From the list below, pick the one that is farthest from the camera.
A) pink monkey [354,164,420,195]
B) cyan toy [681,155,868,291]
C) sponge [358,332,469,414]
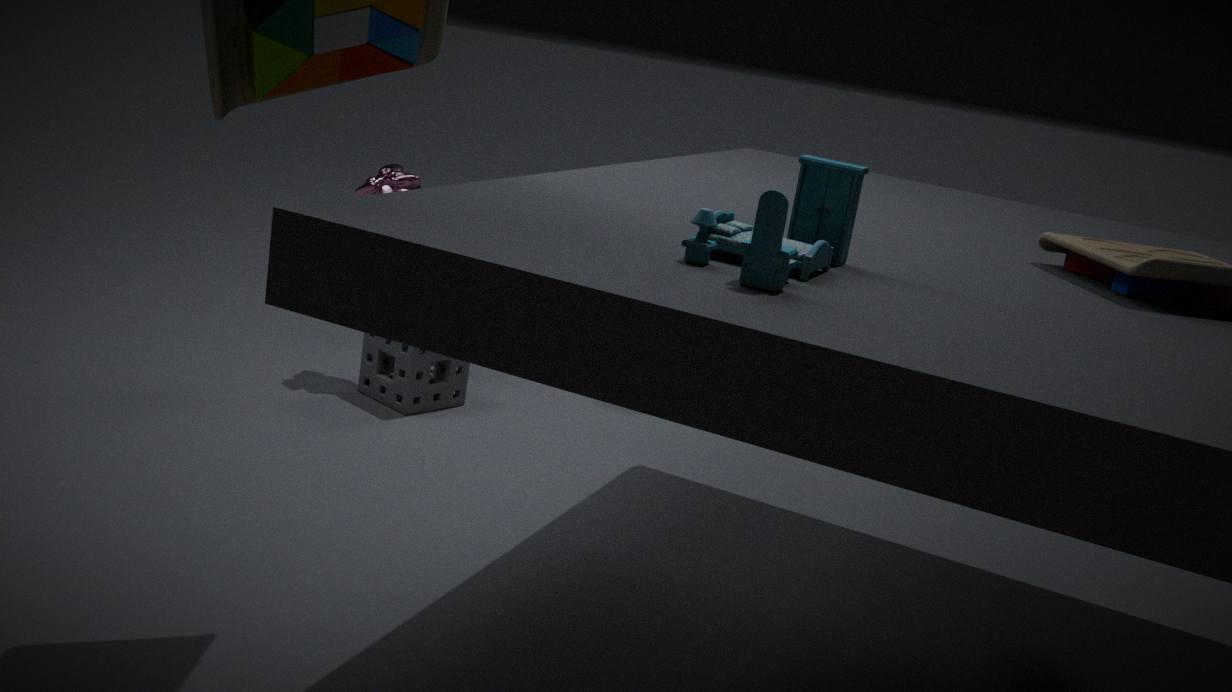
pink monkey [354,164,420,195]
